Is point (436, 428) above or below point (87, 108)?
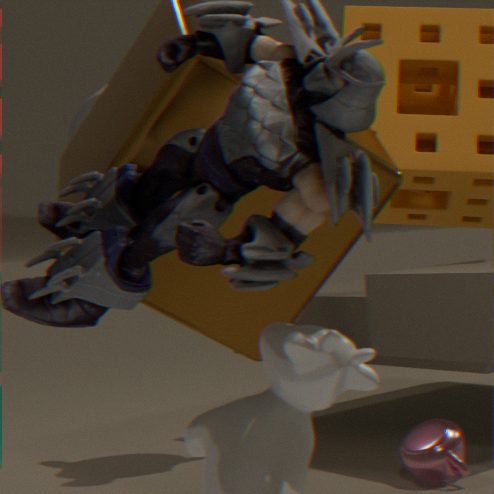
below
